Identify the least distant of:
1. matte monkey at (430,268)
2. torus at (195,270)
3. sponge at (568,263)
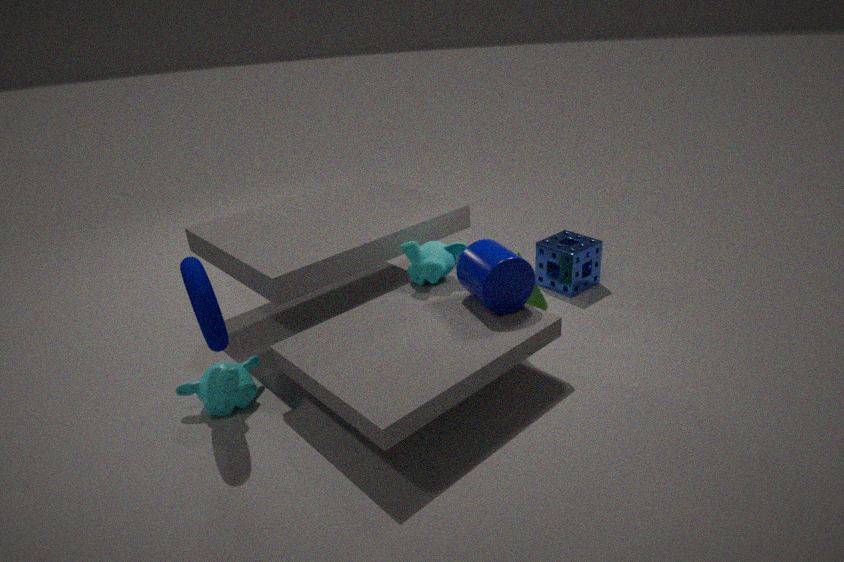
torus at (195,270)
